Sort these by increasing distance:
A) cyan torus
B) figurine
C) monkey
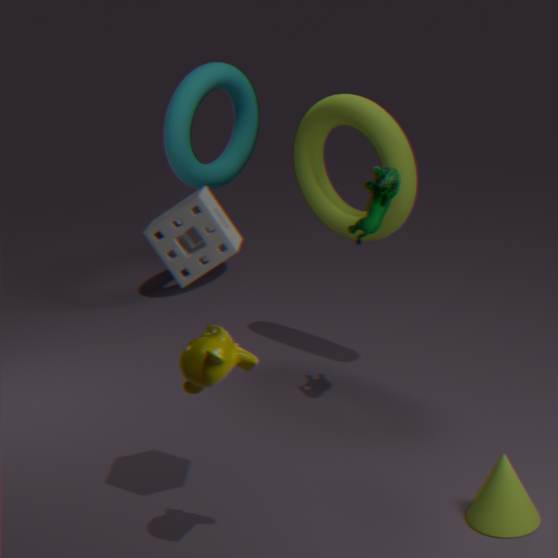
monkey
figurine
cyan torus
